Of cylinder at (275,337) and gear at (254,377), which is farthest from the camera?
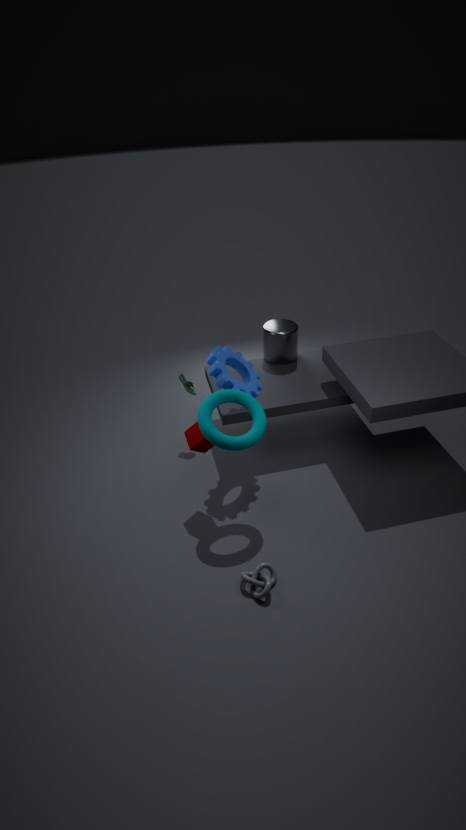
cylinder at (275,337)
